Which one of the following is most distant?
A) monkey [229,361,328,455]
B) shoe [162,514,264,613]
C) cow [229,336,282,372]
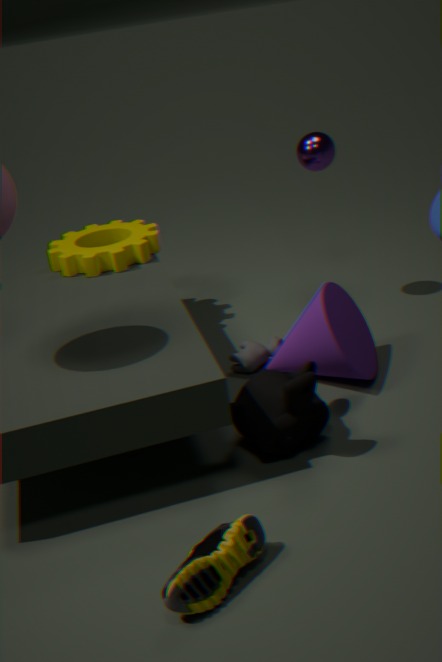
cow [229,336,282,372]
